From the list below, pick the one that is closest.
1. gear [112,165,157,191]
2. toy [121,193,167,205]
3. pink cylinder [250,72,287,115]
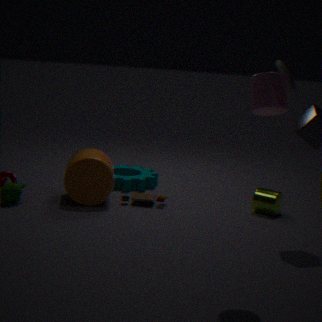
pink cylinder [250,72,287,115]
